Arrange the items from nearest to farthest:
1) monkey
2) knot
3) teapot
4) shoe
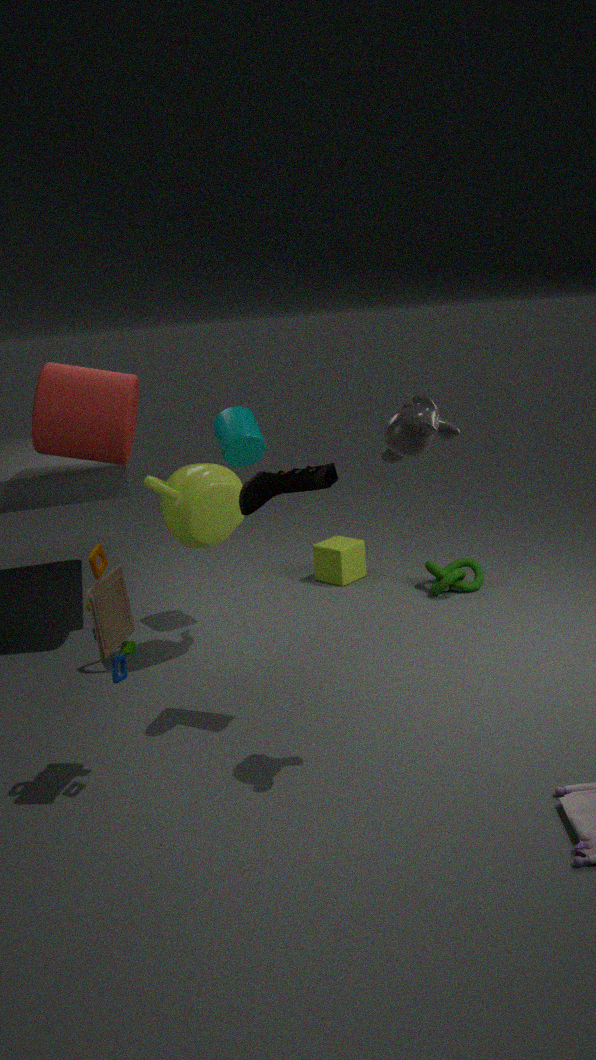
1. monkey, 4. shoe, 3. teapot, 2. knot
